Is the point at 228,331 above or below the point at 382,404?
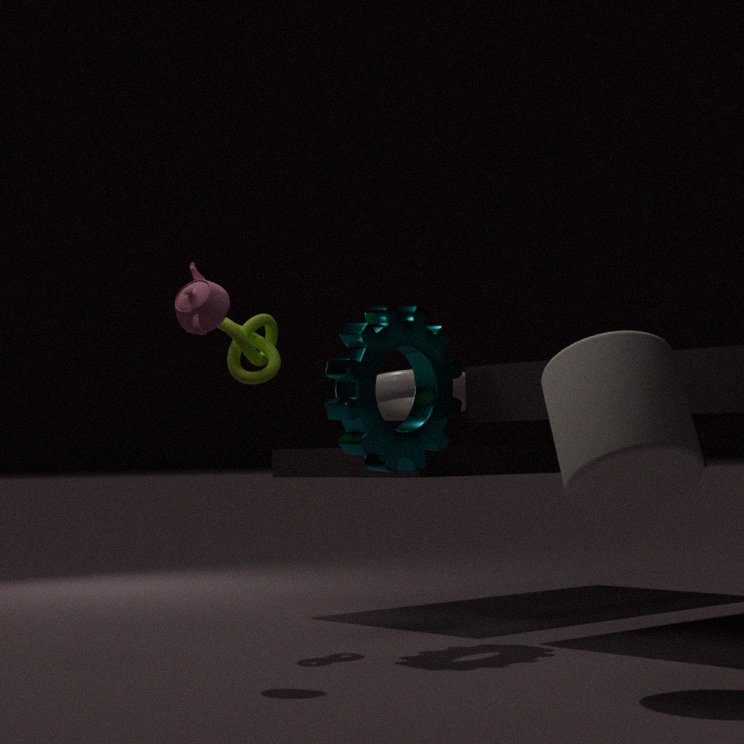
above
